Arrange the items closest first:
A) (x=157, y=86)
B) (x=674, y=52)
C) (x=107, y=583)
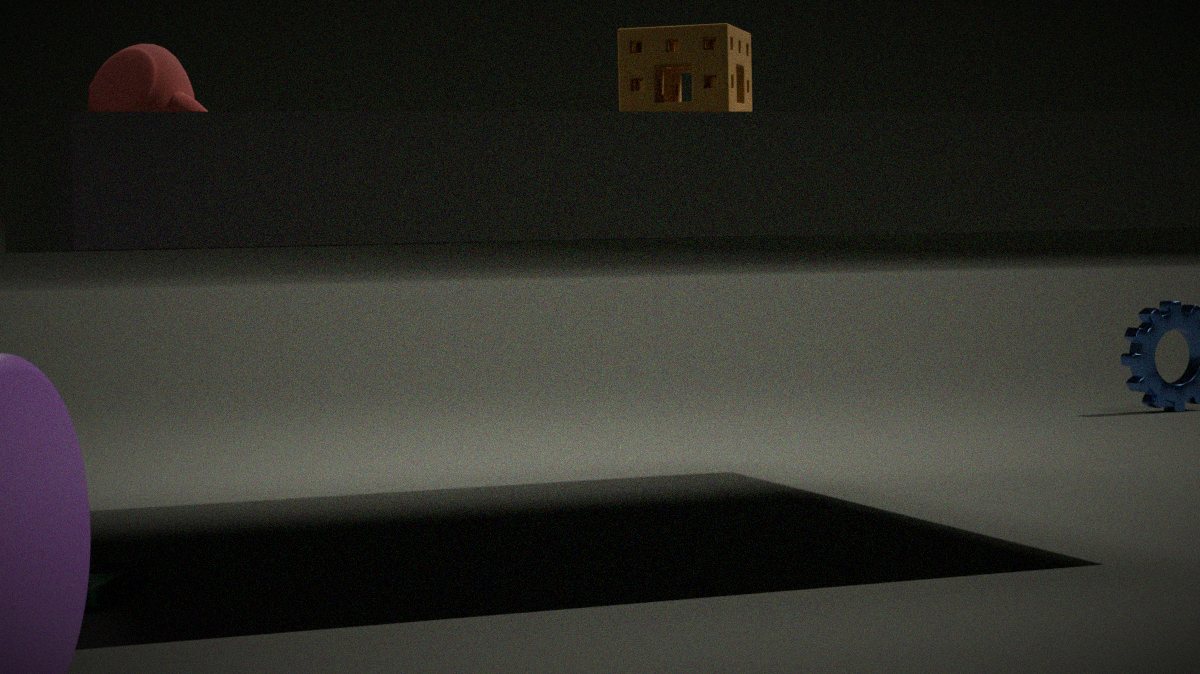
(x=107, y=583) < (x=157, y=86) < (x=674, y=52)
